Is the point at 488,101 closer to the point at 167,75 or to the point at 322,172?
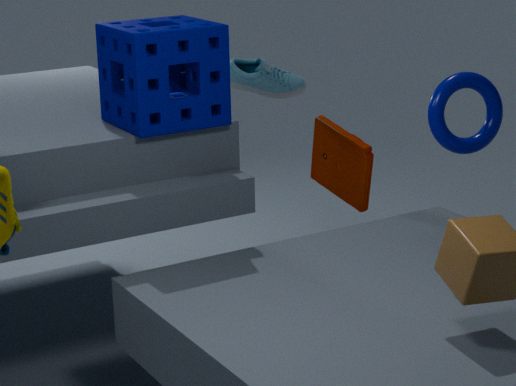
the point at 322,172
